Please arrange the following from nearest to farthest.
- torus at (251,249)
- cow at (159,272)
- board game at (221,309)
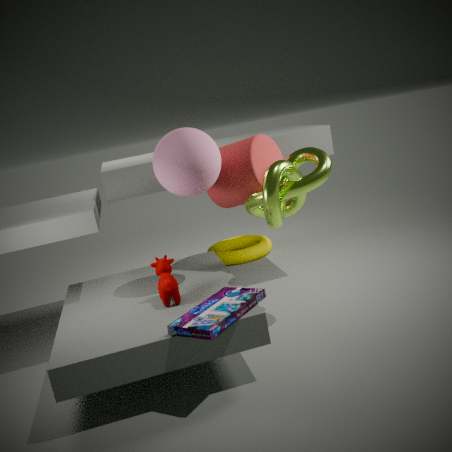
board game at (221,309) < cow at (159,272) < torus at (251,249)
